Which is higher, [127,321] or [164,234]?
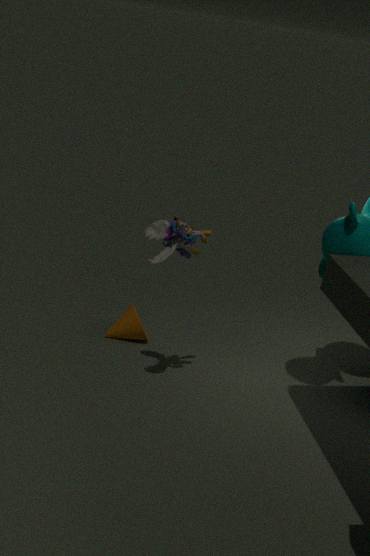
[164,234]
